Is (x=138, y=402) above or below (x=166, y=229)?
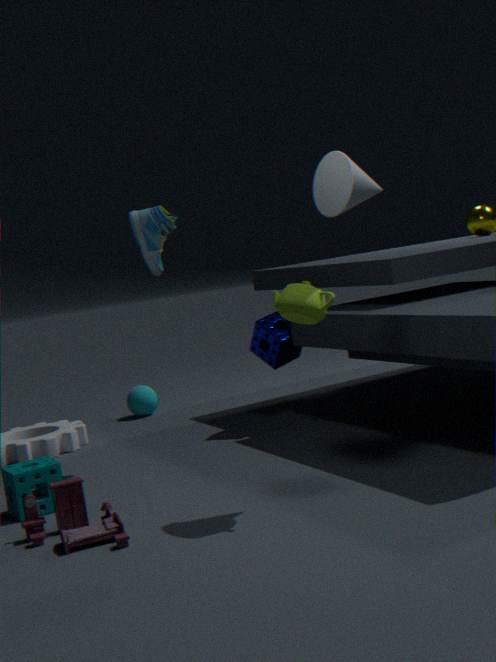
below
